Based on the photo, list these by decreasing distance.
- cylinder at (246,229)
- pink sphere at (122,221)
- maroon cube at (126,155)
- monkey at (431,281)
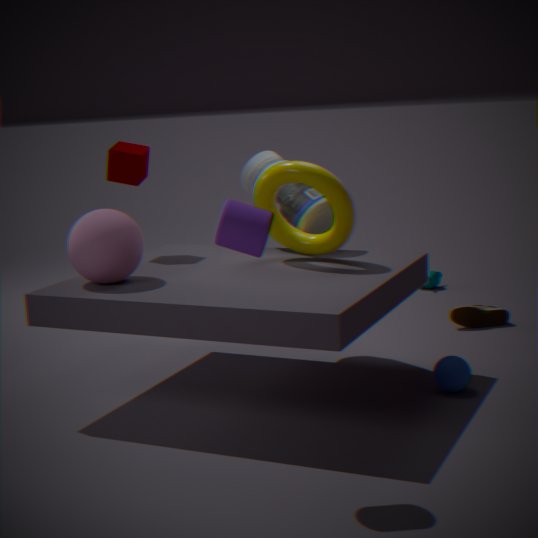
monkey at (431,281) < maroon cube at (126,155) < pink sphere at (122,221) < cylinder at (246,229)
